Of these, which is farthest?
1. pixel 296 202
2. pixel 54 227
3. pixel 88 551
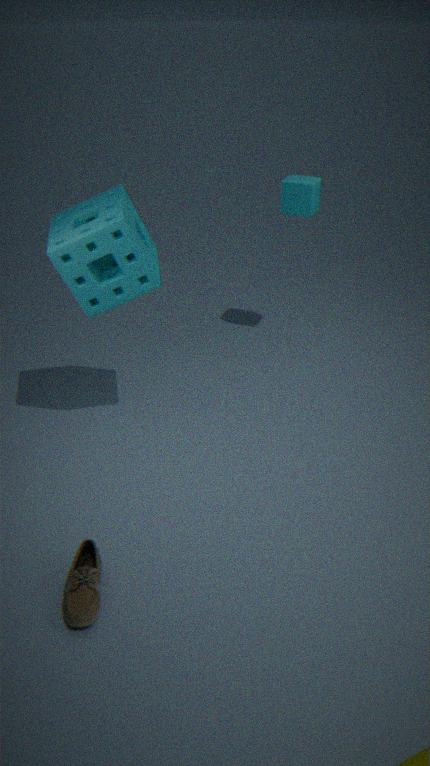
pixel 296 202
